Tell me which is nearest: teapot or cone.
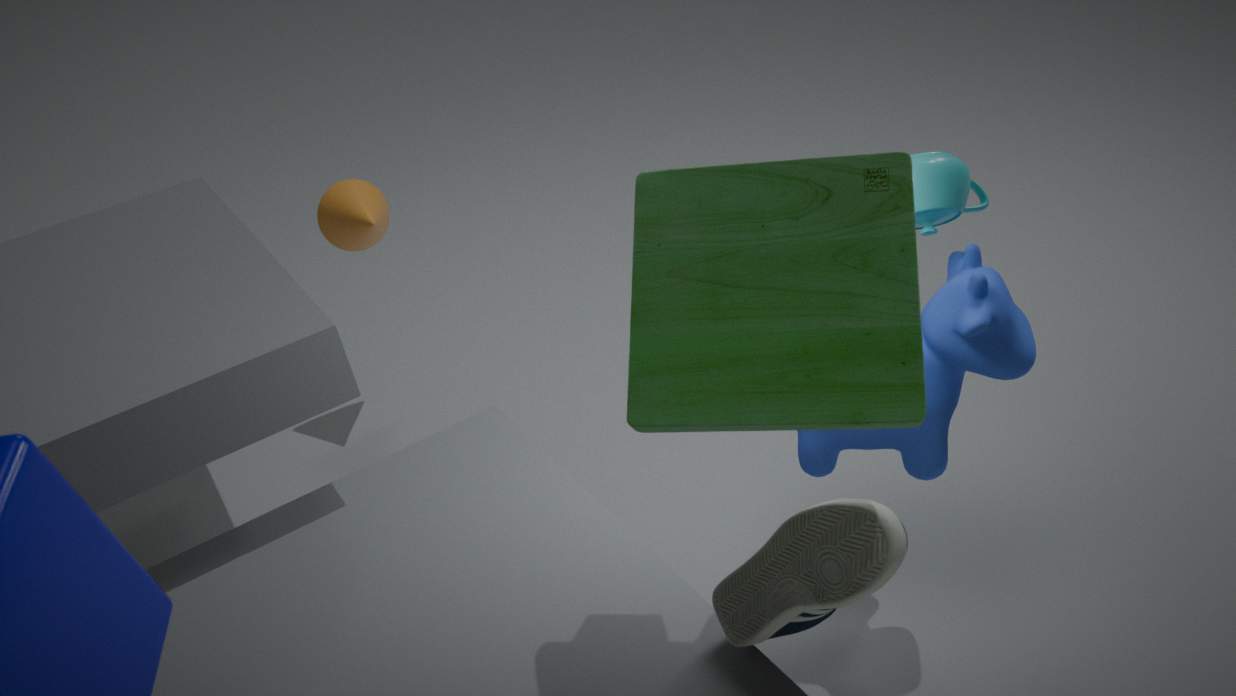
teapot
